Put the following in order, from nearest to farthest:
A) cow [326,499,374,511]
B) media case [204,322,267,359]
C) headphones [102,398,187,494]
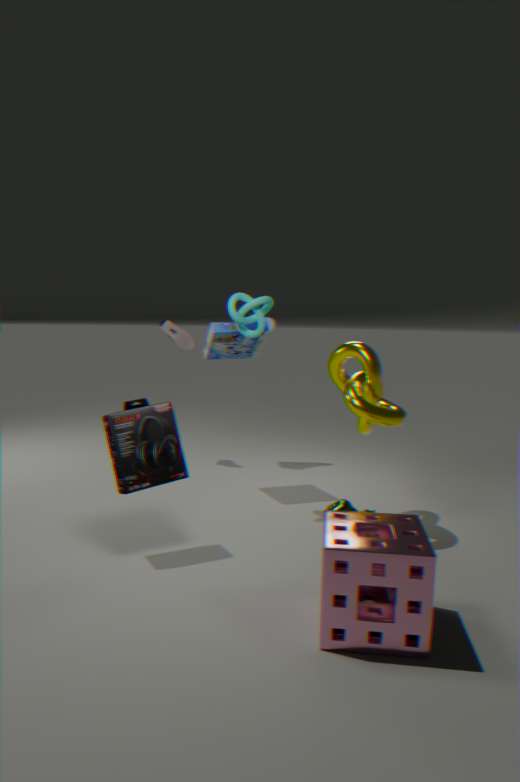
C. headphones [102,398,187,494]
A. cow [326,499,374,511]
B. media case [204,322,267,359]
